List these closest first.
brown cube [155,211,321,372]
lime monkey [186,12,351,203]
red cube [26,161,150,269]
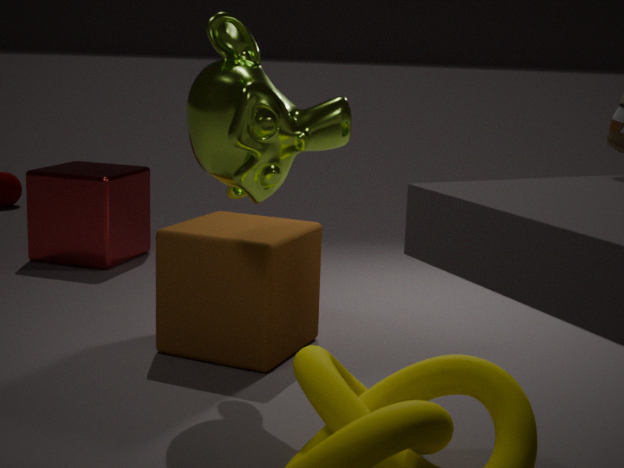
lime monkey [186,12,351,203] < brown cube [155,211,321,372] < red cube [26,161,150,269]
